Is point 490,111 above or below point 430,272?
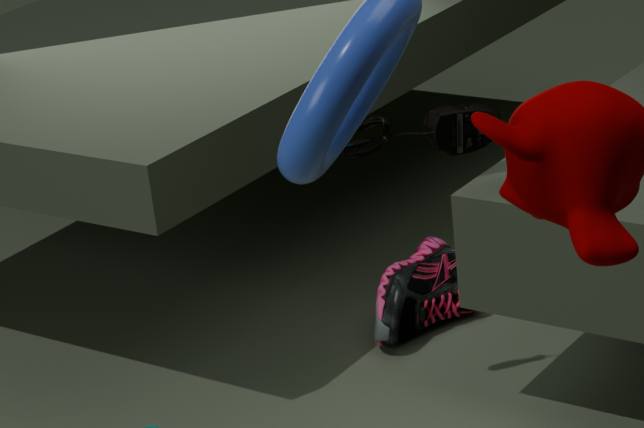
above
